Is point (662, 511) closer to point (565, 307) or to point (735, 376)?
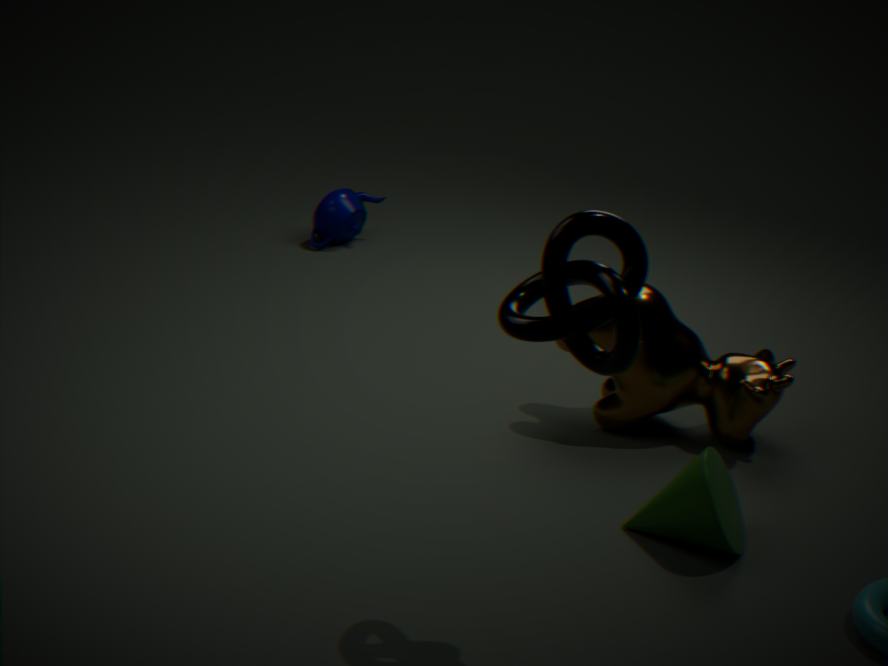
point (735, 376)
